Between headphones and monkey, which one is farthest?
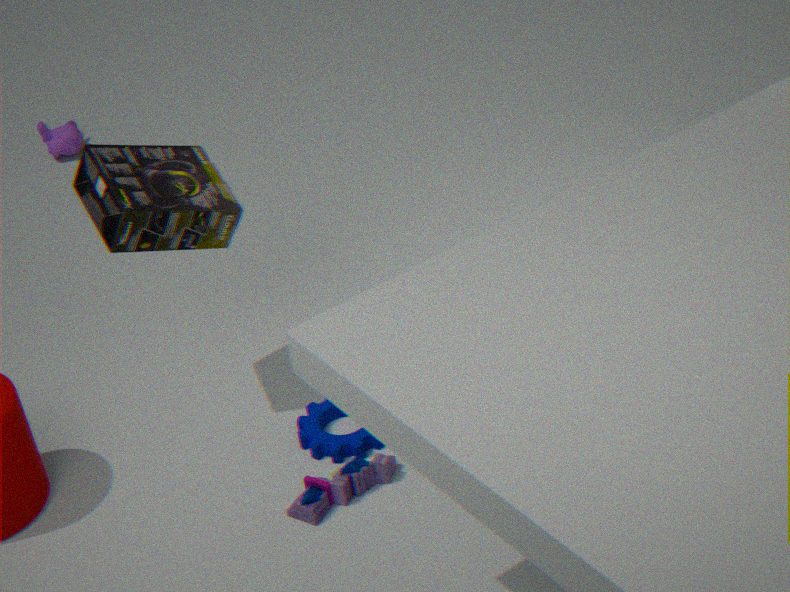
monkey
